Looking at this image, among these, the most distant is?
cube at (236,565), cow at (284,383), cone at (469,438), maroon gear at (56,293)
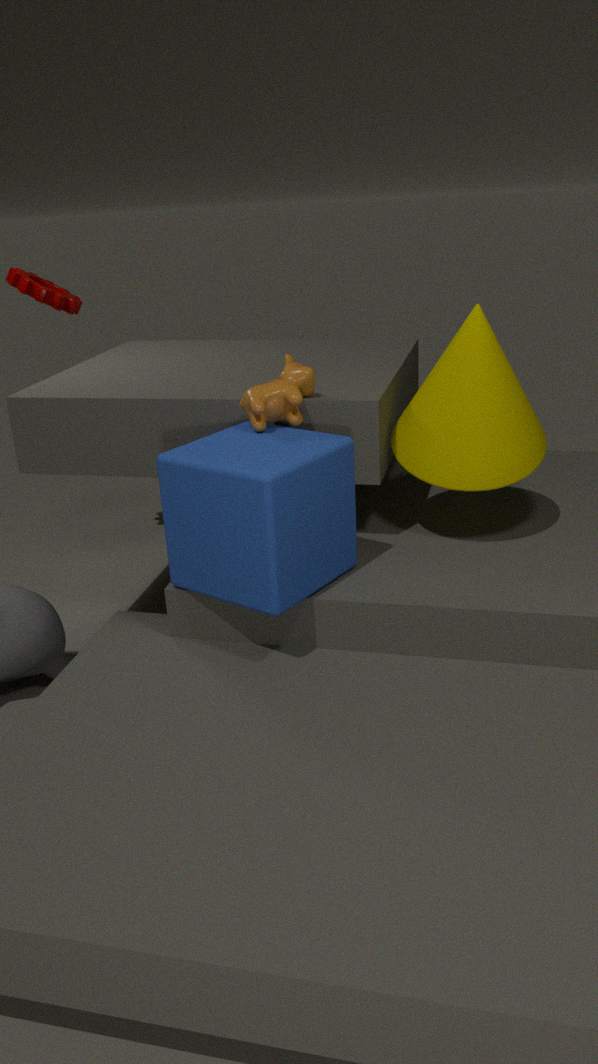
maroon gear at (56,293)
